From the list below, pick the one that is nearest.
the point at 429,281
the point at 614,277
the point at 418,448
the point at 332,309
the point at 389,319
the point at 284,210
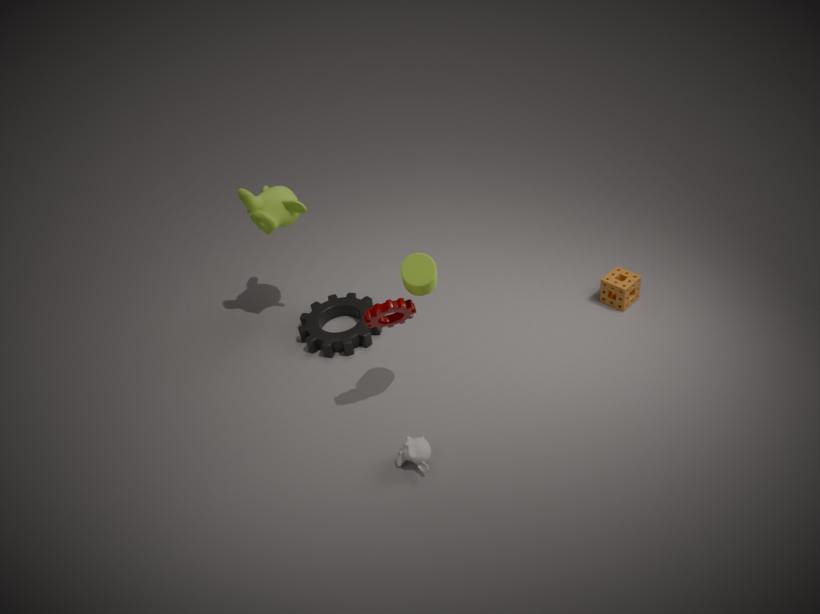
the point at 429,281
